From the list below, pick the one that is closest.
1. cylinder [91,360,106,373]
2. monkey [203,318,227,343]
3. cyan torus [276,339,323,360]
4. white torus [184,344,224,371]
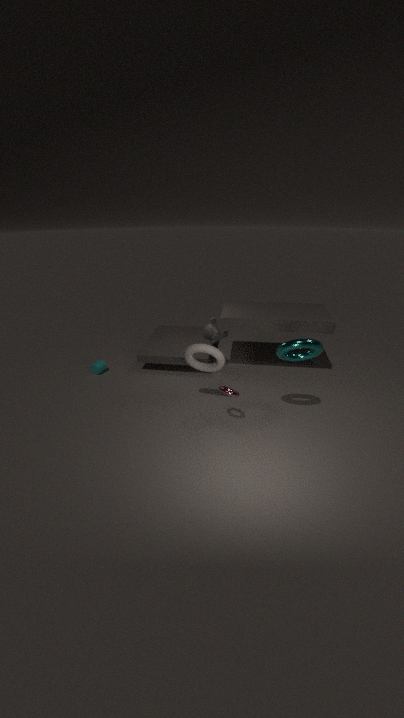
cyan torus [276,339,323,360]
